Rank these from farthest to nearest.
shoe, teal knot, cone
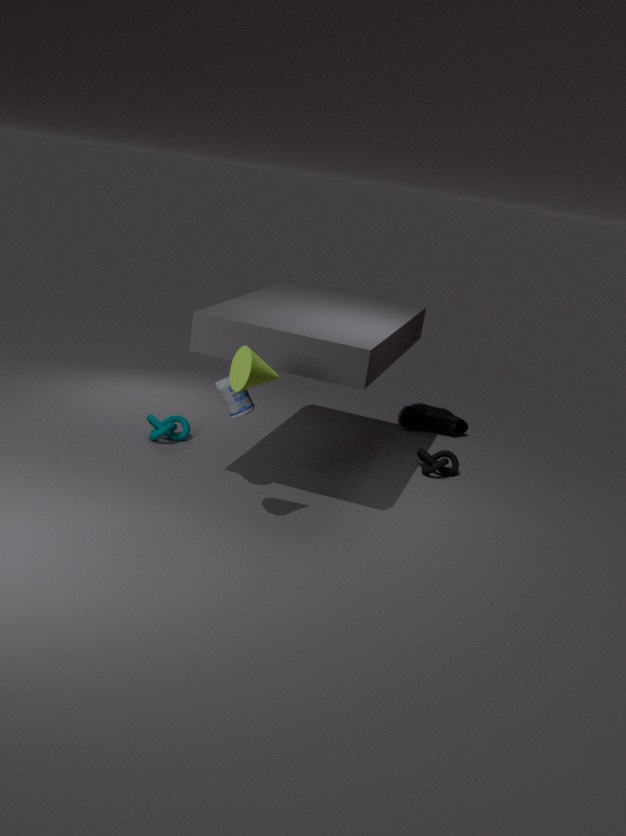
shoe < teal knot < cone
